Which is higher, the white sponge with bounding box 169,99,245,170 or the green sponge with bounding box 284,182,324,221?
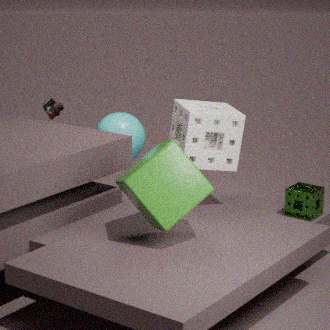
the white sponge with bounding box 169,99,245,170
